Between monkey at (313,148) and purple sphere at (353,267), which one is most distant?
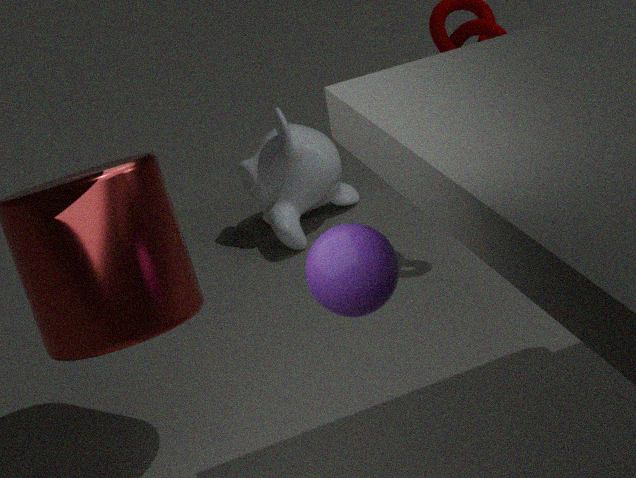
monkey at (313,148)
